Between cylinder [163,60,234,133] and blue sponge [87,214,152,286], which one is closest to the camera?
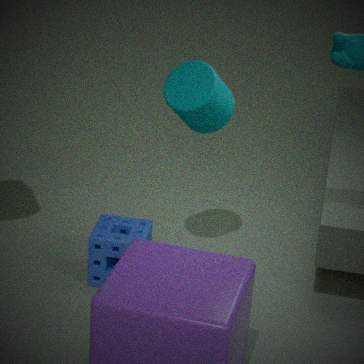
cylinder [163,60,234,133]
